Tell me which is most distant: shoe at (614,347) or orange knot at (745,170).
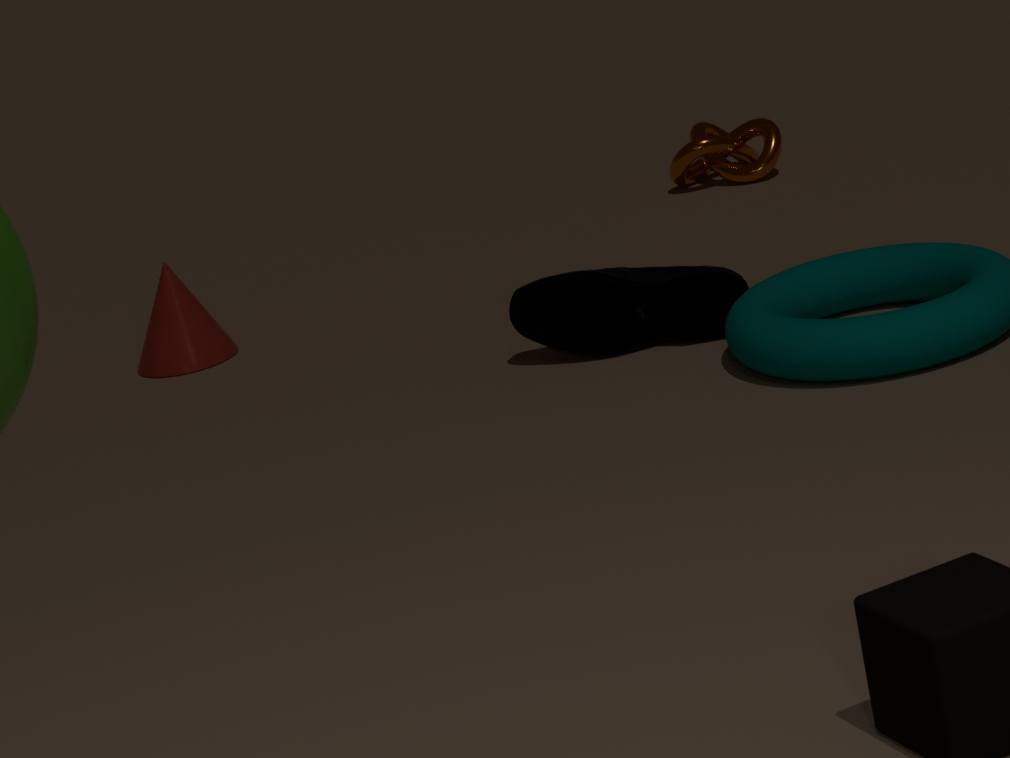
orange knot at (745,170)
